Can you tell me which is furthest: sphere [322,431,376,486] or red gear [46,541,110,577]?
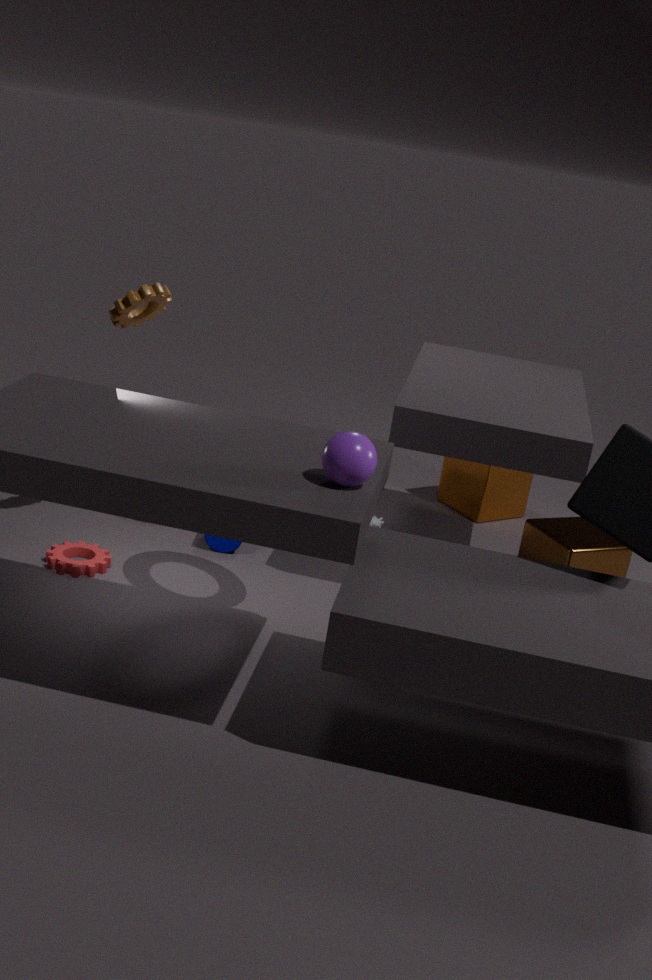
red gear [46,541,110,577]
